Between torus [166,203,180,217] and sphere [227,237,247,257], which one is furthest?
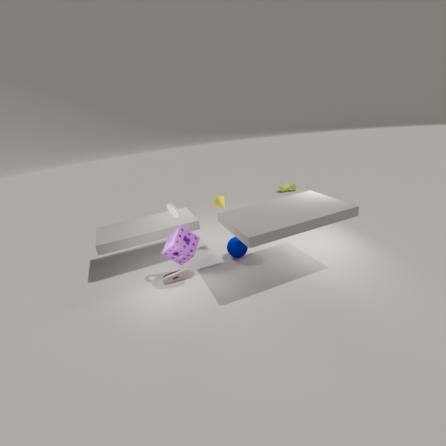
sphere [227,237,247,257]
